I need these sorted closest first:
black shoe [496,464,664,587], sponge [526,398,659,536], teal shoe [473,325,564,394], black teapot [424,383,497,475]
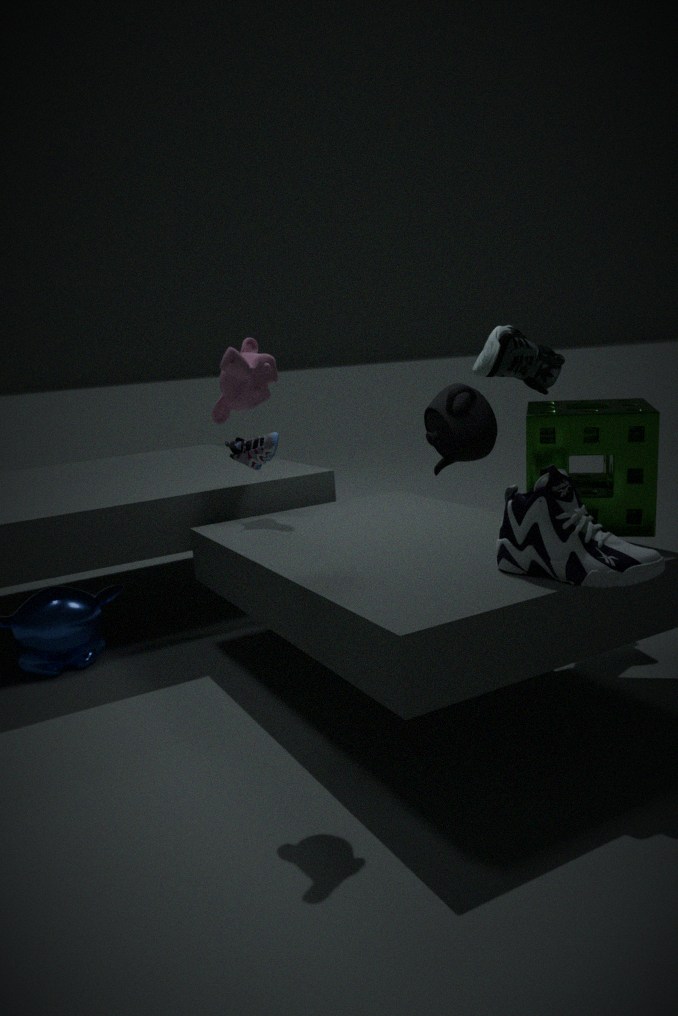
black shoe [496,464,664,587]
sponge [526,398,659,536]
teal shoe [473,325,564,394]
black teapot [424,383,497,475]
